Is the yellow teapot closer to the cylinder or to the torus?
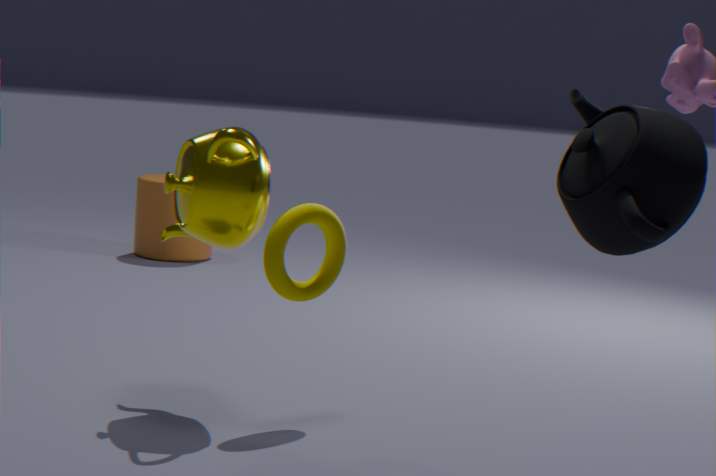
the torus
